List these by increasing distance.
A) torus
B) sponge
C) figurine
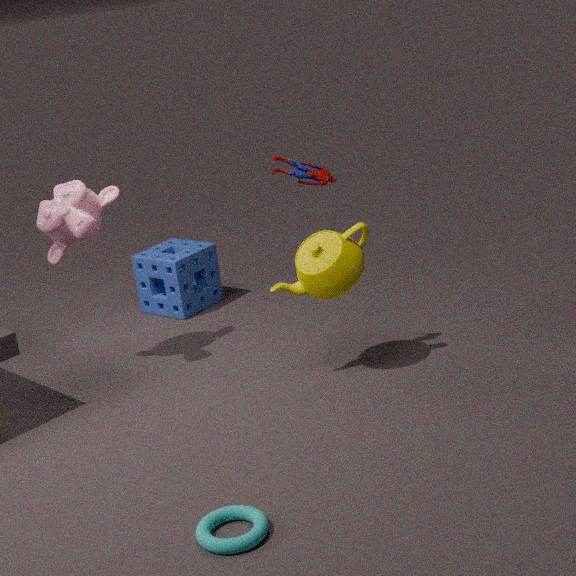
torus
figurine
sponge
